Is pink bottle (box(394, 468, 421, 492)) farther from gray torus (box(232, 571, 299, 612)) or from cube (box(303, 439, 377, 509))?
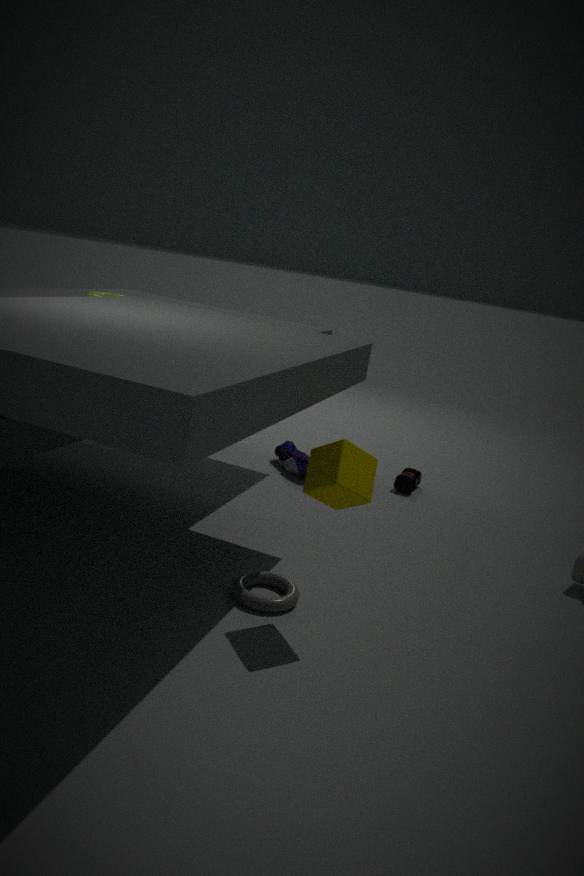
cube (box(303, 439, 377, 509))
